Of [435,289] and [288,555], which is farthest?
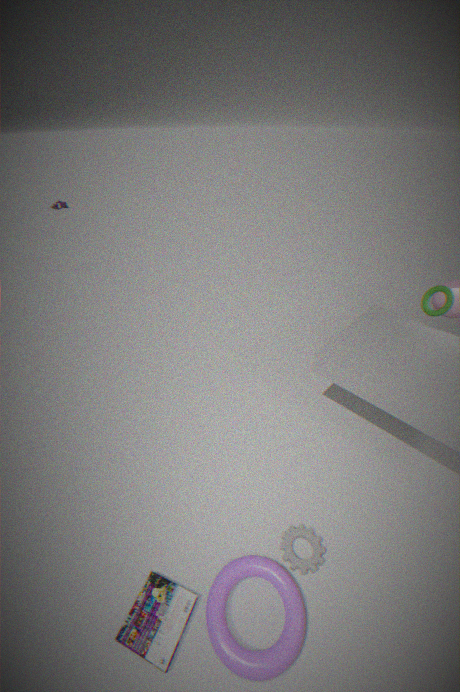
[435,289]
